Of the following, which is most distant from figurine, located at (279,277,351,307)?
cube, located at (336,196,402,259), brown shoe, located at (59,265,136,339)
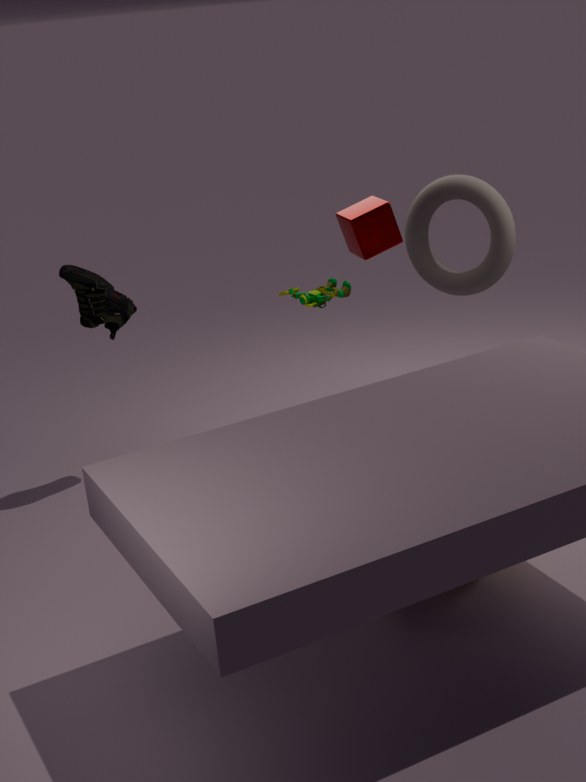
brown shoe, located at (59,265,136,339)
